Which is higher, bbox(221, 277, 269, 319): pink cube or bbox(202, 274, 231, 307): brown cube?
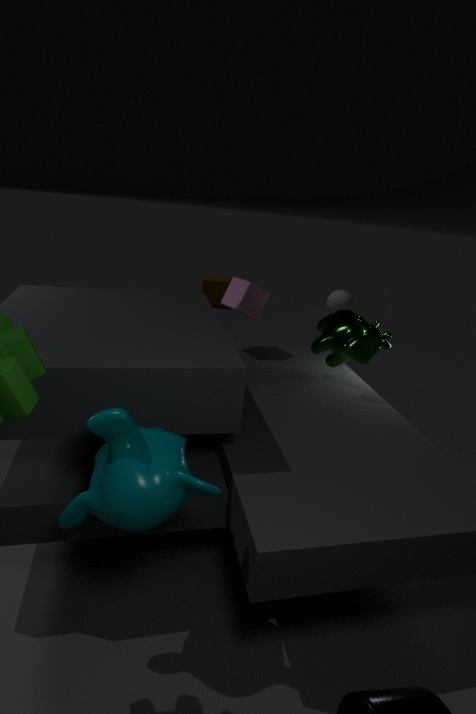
bbox(221, 277, 269, 319): pink cube
